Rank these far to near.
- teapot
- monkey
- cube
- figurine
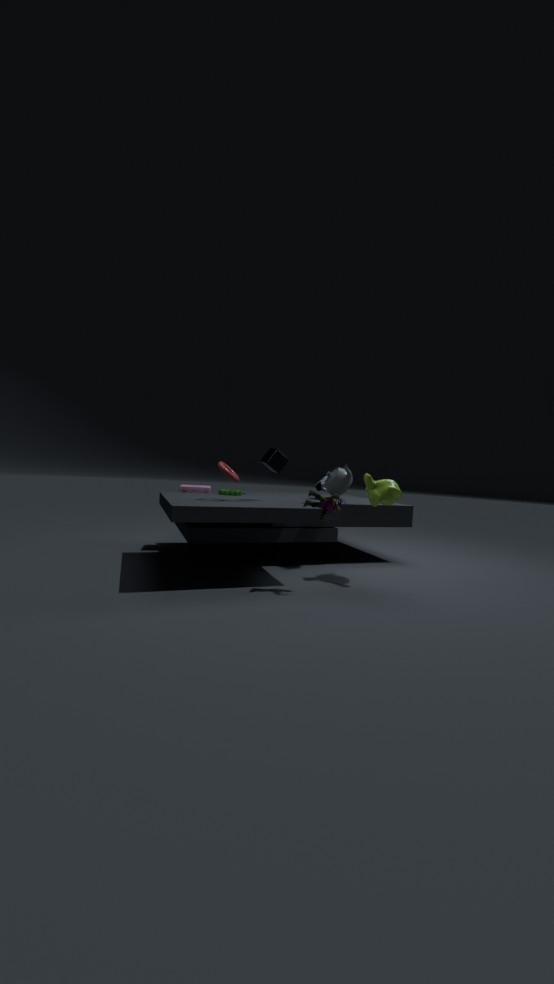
teapot, cube, monkey, figurine
